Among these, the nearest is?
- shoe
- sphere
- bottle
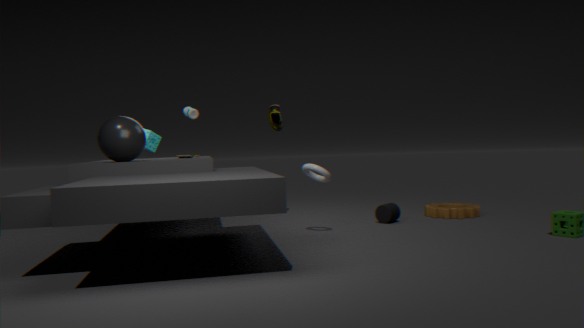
sphere
